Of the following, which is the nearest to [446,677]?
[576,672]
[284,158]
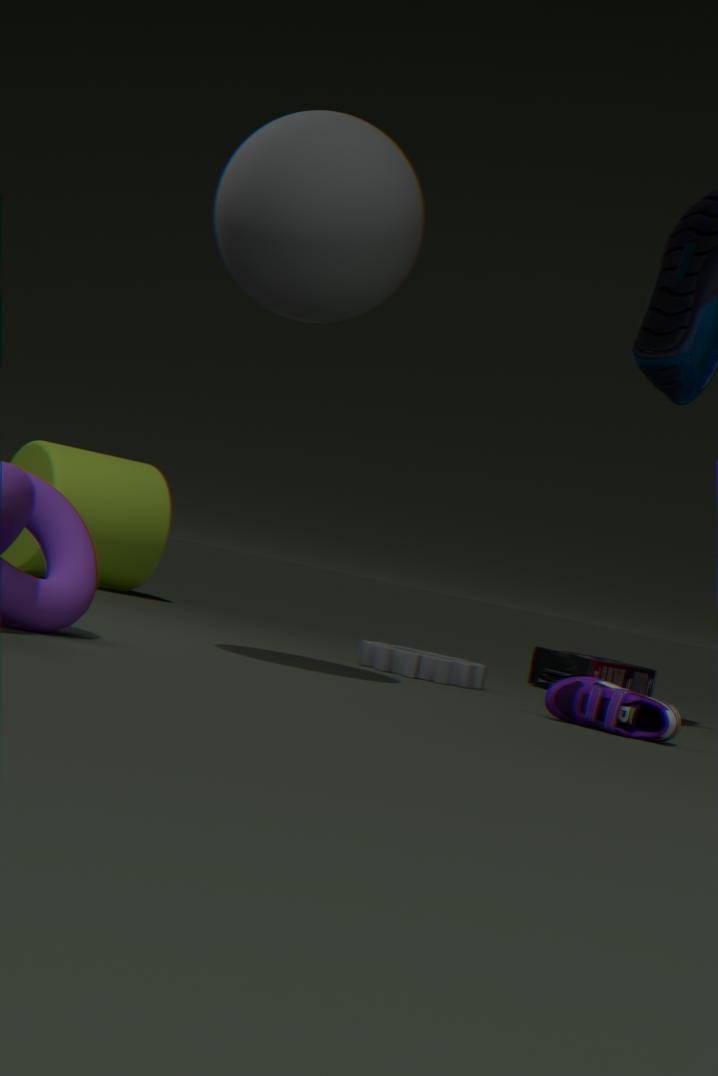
[576,672]
